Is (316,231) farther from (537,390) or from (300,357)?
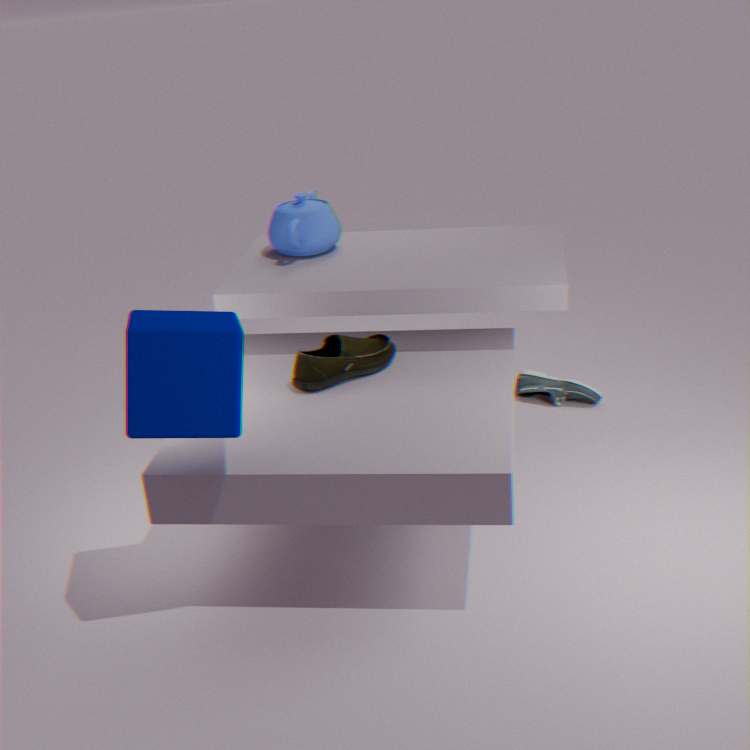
(537,390)
